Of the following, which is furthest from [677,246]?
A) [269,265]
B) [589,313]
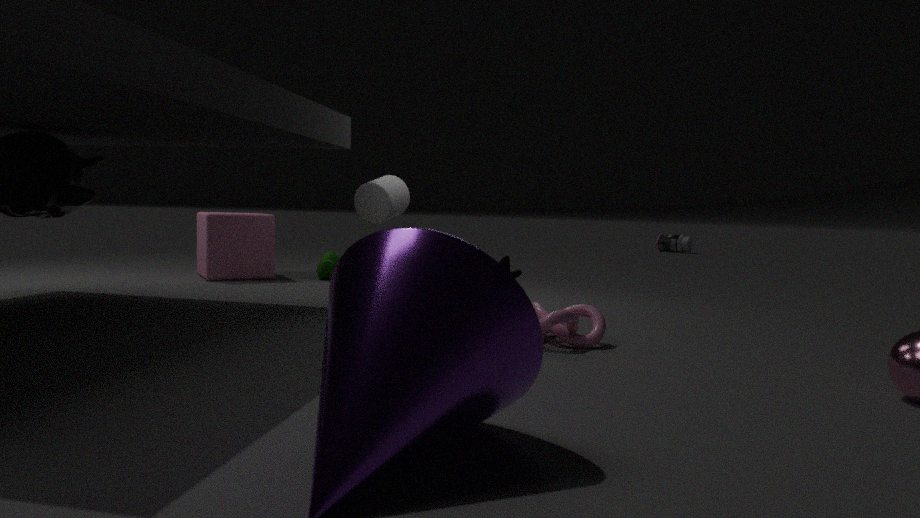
[589,313]
